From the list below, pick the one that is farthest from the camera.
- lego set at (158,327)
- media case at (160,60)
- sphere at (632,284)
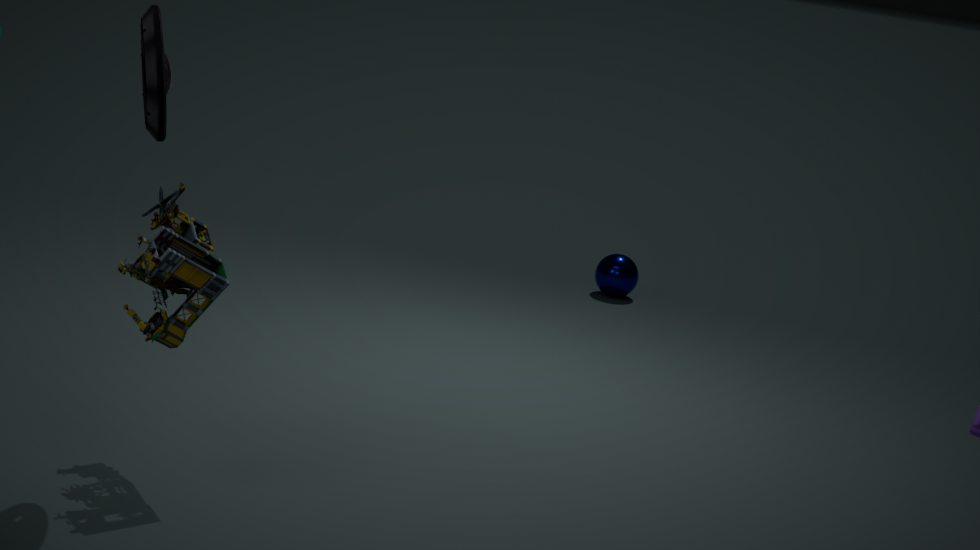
sphere at (632,284)
